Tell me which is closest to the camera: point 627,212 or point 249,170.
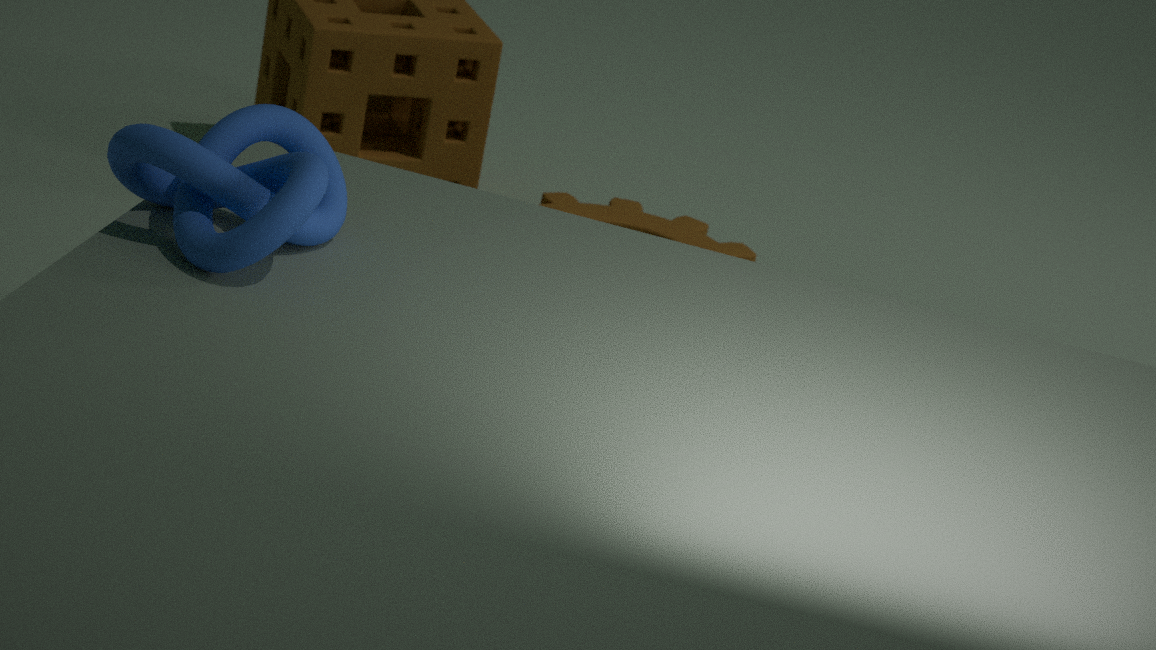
point 249,170
